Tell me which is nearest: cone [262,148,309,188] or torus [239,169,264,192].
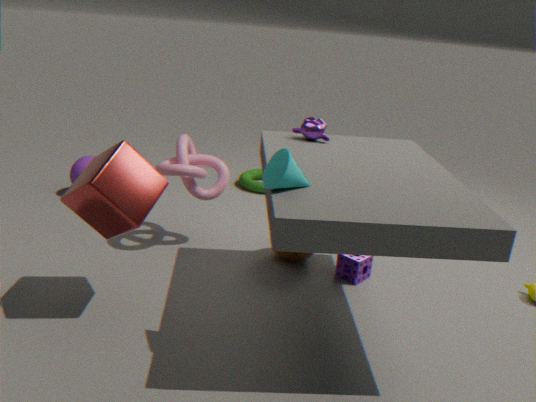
cone [262,148,309,188]
